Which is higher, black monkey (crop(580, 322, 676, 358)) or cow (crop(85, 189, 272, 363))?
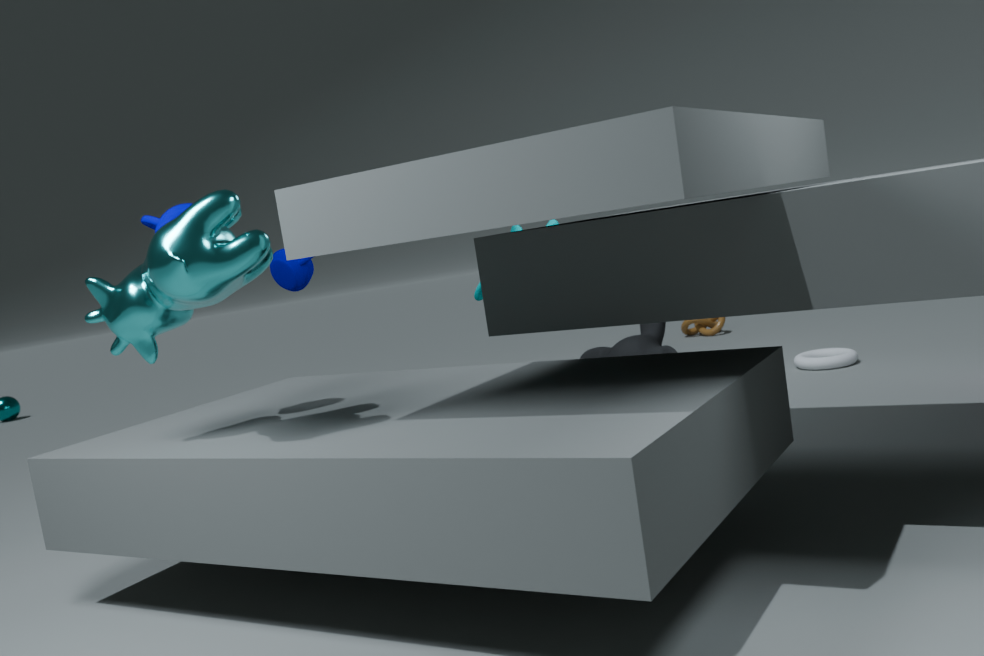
cow (crop(85, 189, 272, 363))
